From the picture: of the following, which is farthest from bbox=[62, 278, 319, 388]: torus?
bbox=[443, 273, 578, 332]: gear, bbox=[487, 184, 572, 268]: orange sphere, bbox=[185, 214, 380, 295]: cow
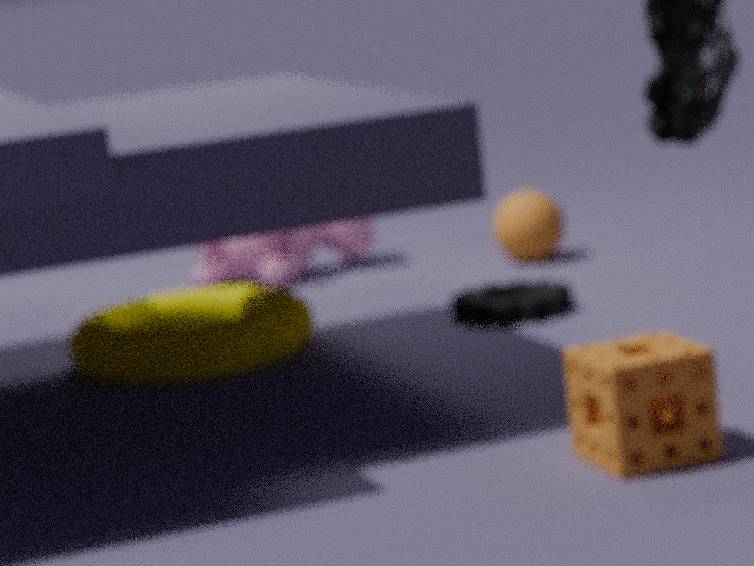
bbox=[487, 184, 572, 268]: orange sphere
